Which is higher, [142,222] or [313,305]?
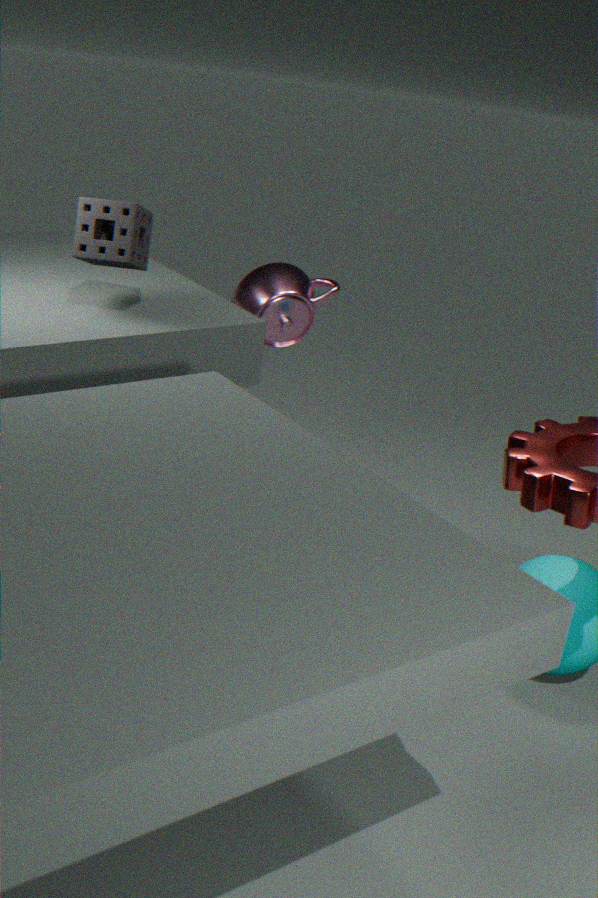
[142,222]
